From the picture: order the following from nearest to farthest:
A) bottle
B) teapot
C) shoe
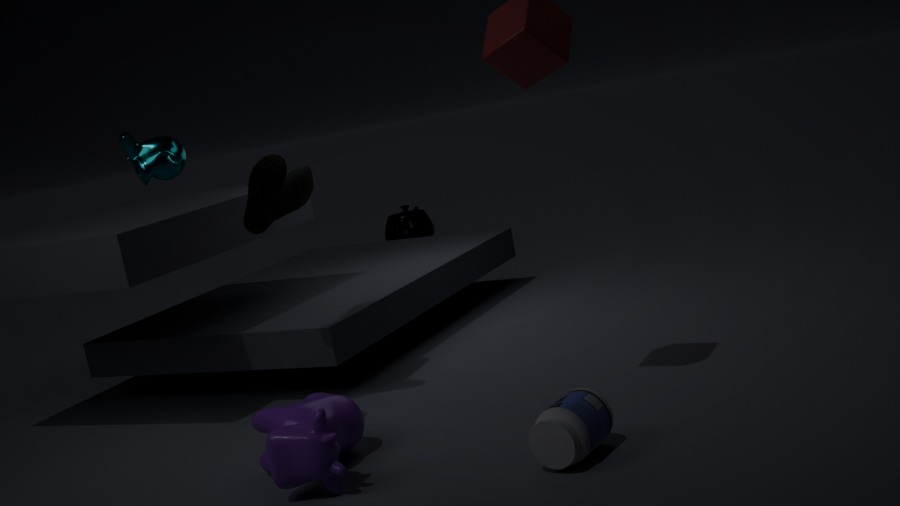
bottle → shoe → teapot
